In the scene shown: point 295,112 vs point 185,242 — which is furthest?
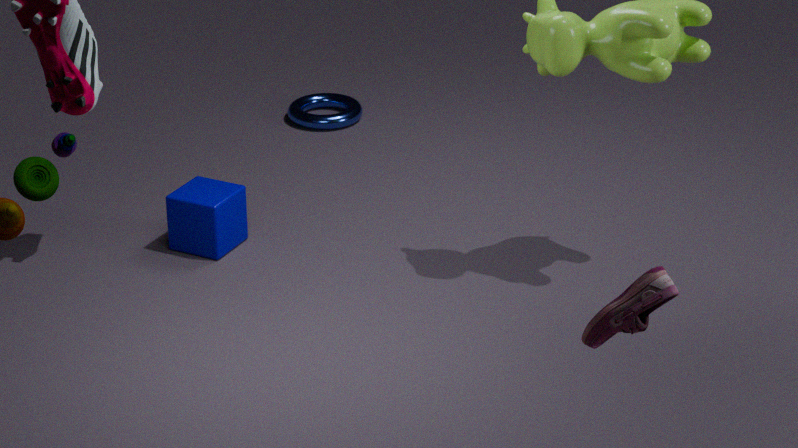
point 295,112
